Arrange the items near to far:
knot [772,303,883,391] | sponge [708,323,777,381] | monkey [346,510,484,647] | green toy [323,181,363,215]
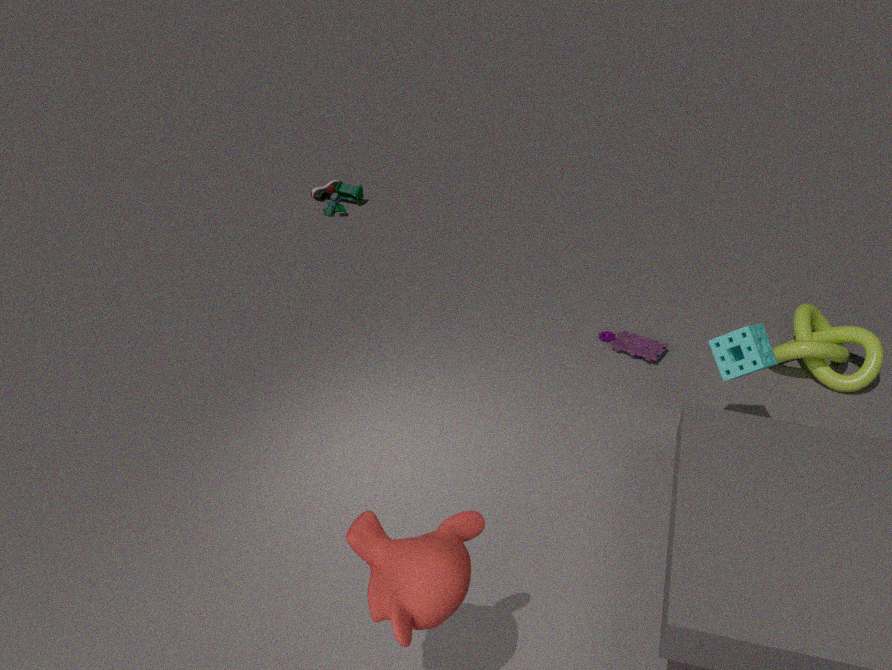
monkey [346,510,484,647] < sponge [708,323,777,381] < knot [772,303,883,391] < green toy [323,181,363,215]
